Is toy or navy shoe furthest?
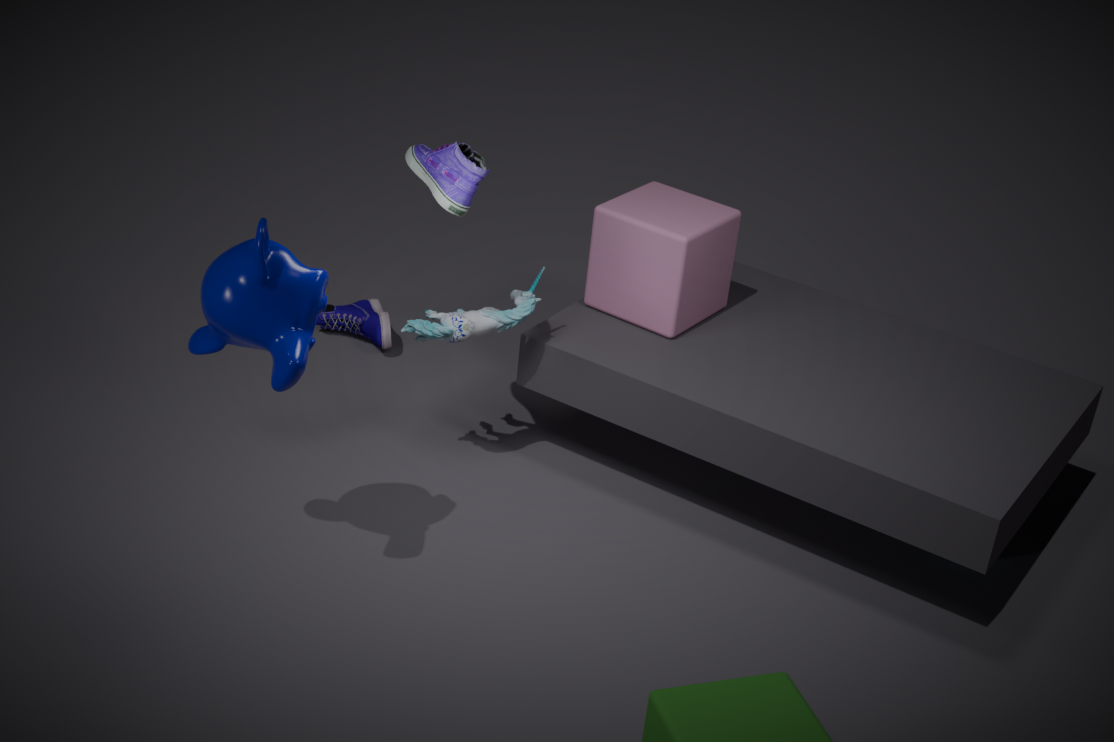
navy shoe
